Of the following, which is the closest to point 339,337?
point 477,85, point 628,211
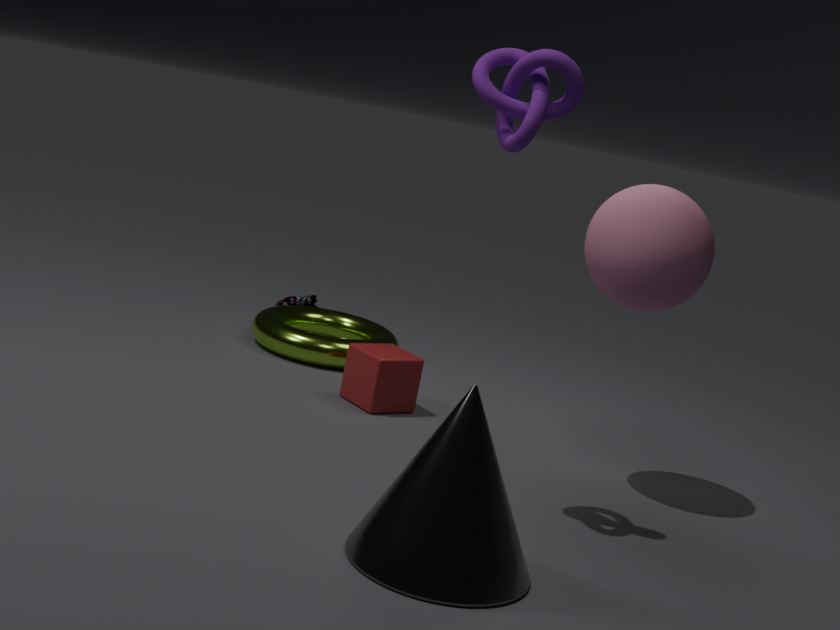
point 628,211
